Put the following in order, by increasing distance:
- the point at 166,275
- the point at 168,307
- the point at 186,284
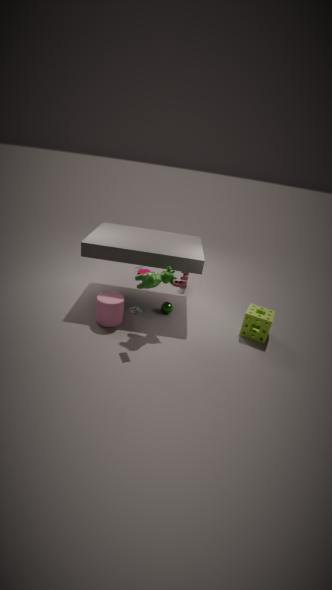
the point at 166,275 → the point at 168,307 → the point at 186,284
